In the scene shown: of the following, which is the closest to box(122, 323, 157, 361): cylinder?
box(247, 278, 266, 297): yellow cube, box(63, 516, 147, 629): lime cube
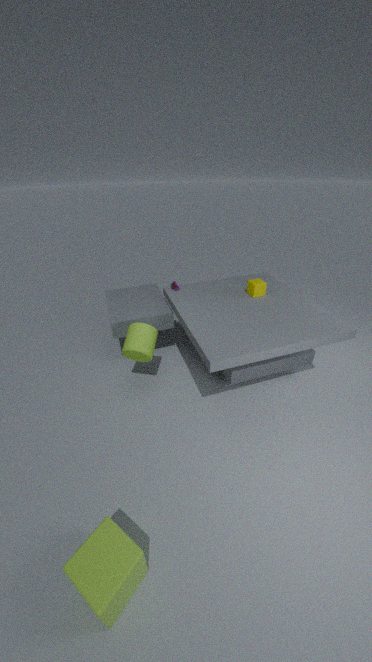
box(247, 278, 266, 297): yellow cube
